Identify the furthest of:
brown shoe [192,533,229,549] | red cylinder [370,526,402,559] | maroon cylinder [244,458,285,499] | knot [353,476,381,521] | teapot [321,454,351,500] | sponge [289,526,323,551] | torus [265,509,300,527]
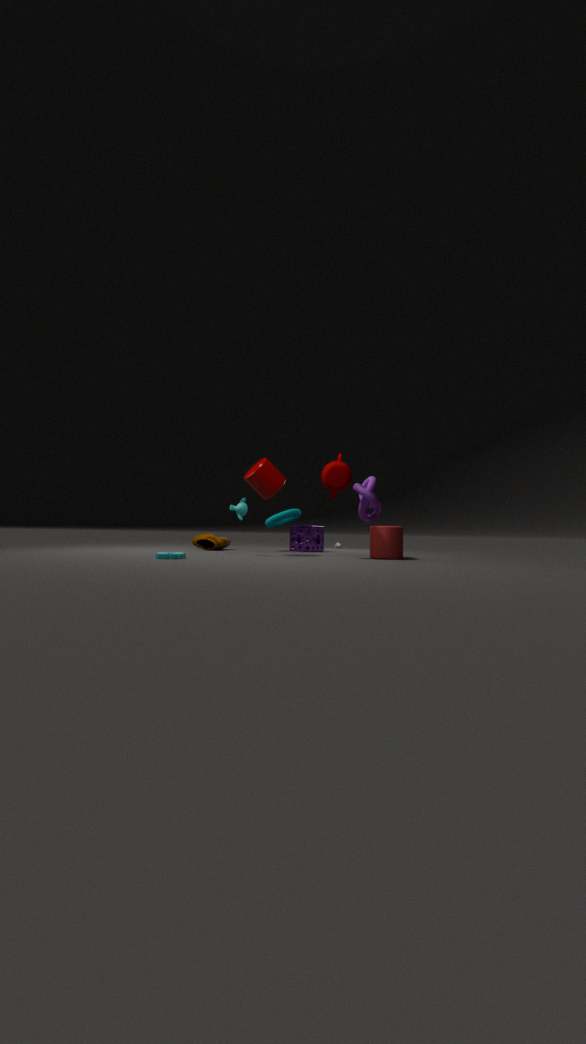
sponge [289,526,323,551]
